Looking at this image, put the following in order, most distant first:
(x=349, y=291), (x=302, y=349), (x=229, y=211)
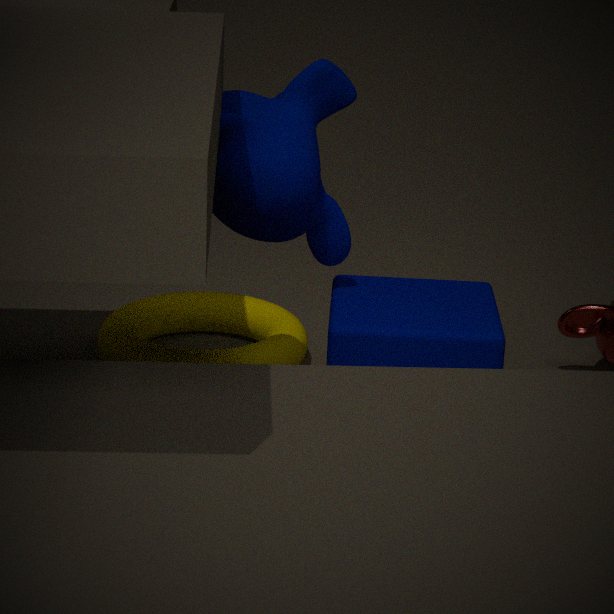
(x=302, y=349) → (x=349, y=291) → (x=229, y=211)
